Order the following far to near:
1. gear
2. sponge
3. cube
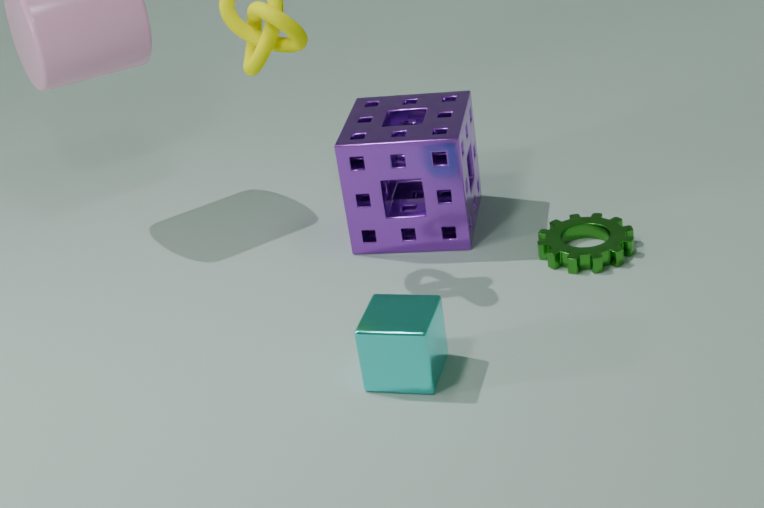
sponge < gear < cube
